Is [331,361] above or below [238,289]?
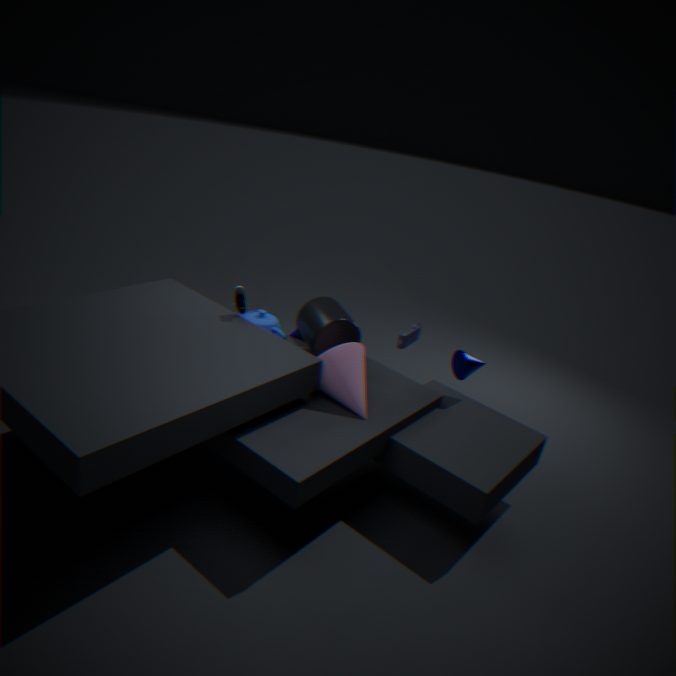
below
